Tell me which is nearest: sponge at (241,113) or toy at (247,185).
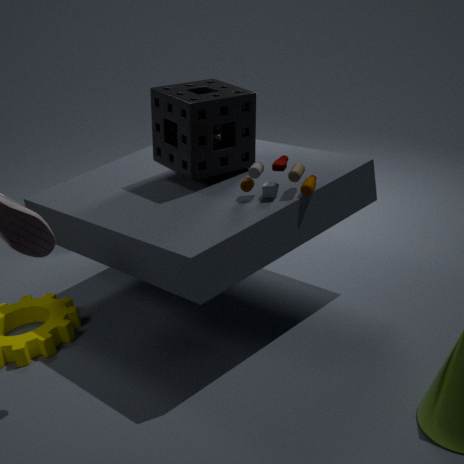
toy at (247,185)
